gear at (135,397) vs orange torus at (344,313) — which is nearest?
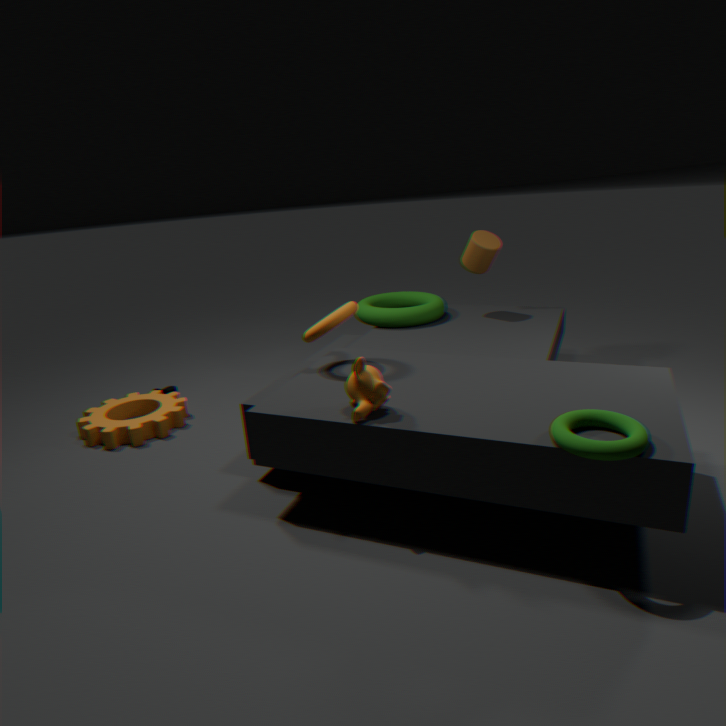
orange torus at (344,313)
